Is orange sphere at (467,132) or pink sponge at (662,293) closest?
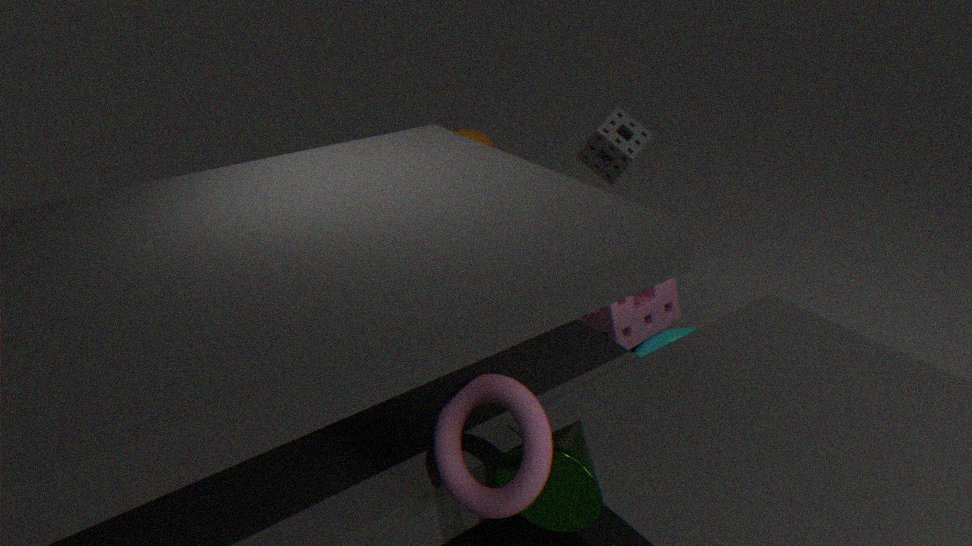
pink sponge at (662,293)
